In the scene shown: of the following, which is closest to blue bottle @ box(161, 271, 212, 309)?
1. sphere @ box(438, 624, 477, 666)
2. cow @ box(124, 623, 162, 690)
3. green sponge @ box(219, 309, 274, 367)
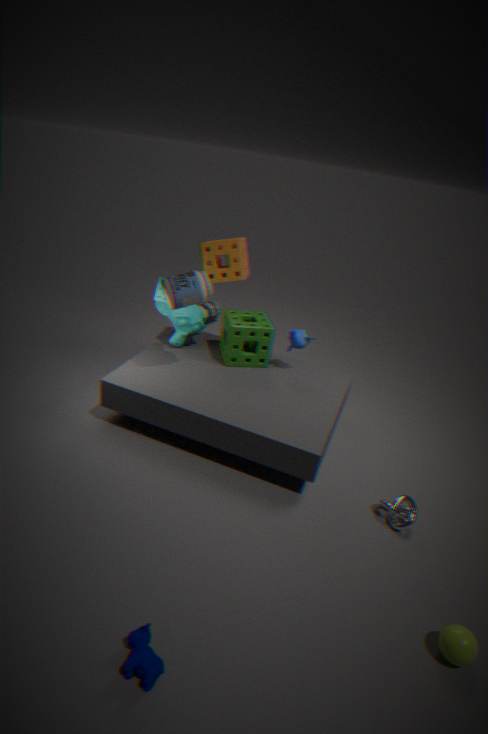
green sponge @ box(219, 309, 274, 367)
